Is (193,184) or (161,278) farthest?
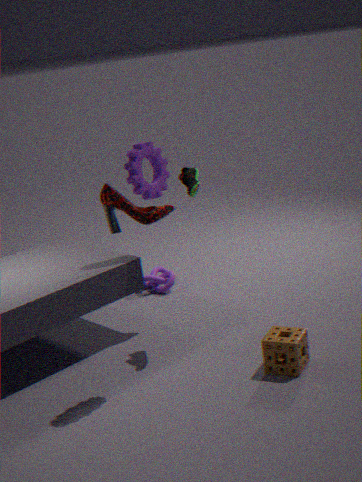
(161,278)
